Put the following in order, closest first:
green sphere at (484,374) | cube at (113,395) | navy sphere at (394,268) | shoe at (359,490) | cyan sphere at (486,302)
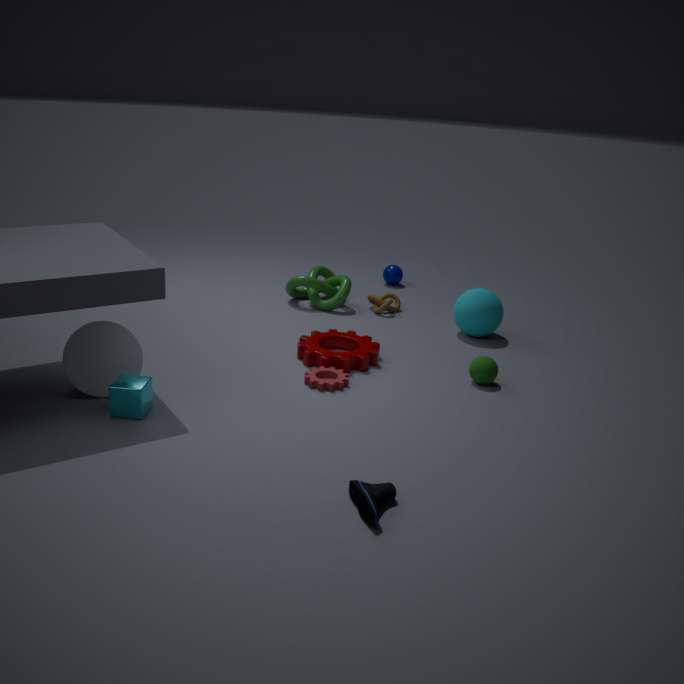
shoe at (359,490), cube at (113,395), green sphere at (484,374), cyan sphere at (486,302), navy sphere at (394,268)
